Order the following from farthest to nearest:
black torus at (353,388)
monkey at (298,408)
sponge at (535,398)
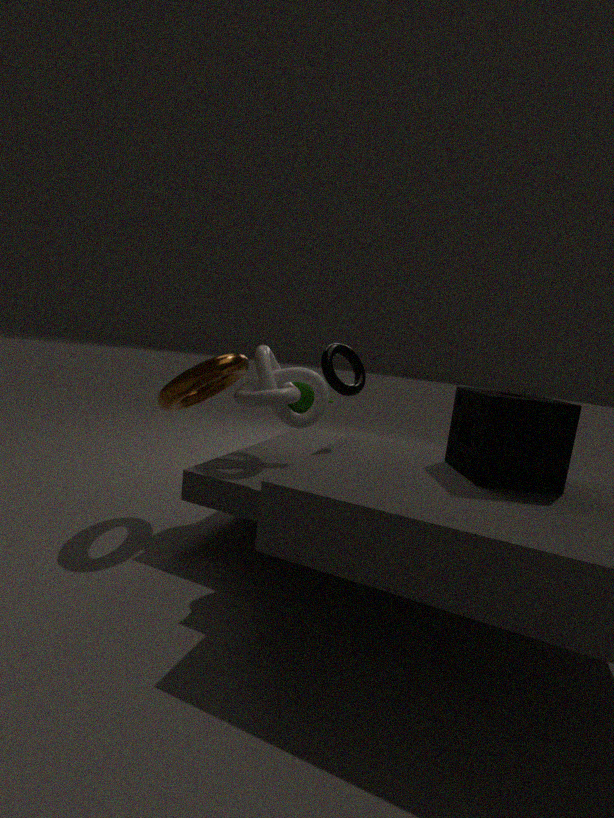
1. monkey at (298,408)
2. black torus at (353,388)
3. sponge at (535,398)
